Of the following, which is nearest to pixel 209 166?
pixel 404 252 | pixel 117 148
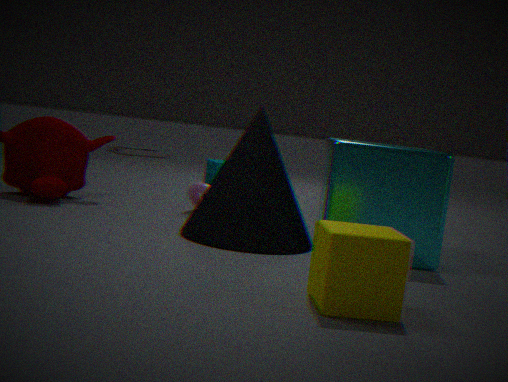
pixel 404 252
